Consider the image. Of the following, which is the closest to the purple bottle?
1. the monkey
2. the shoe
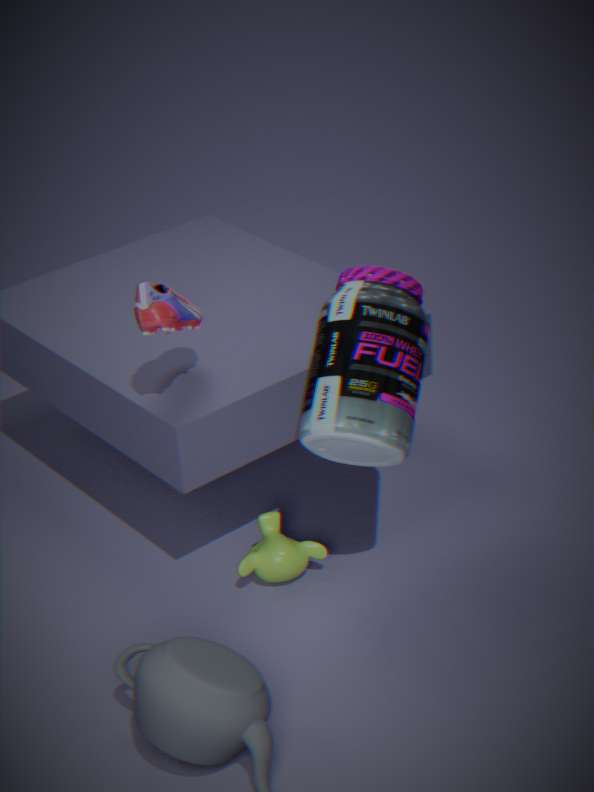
the monkey
